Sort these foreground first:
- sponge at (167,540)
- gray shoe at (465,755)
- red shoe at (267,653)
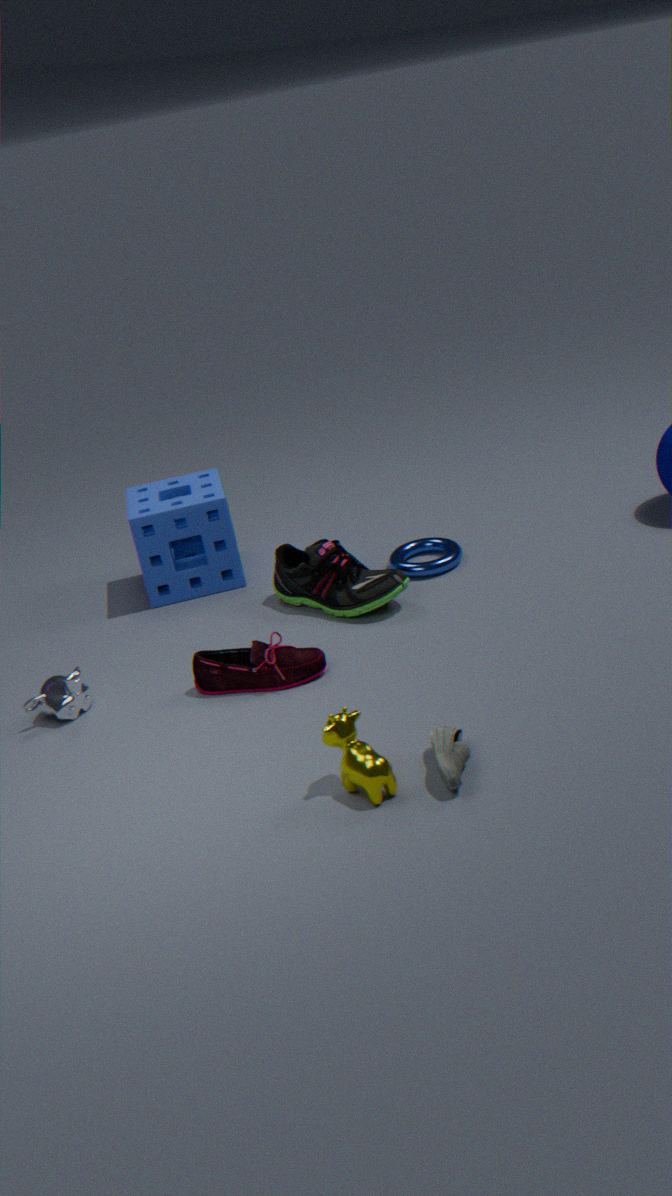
gray shoe at (465,755)
red shoe at (267,653)
sponge at (167,540)
